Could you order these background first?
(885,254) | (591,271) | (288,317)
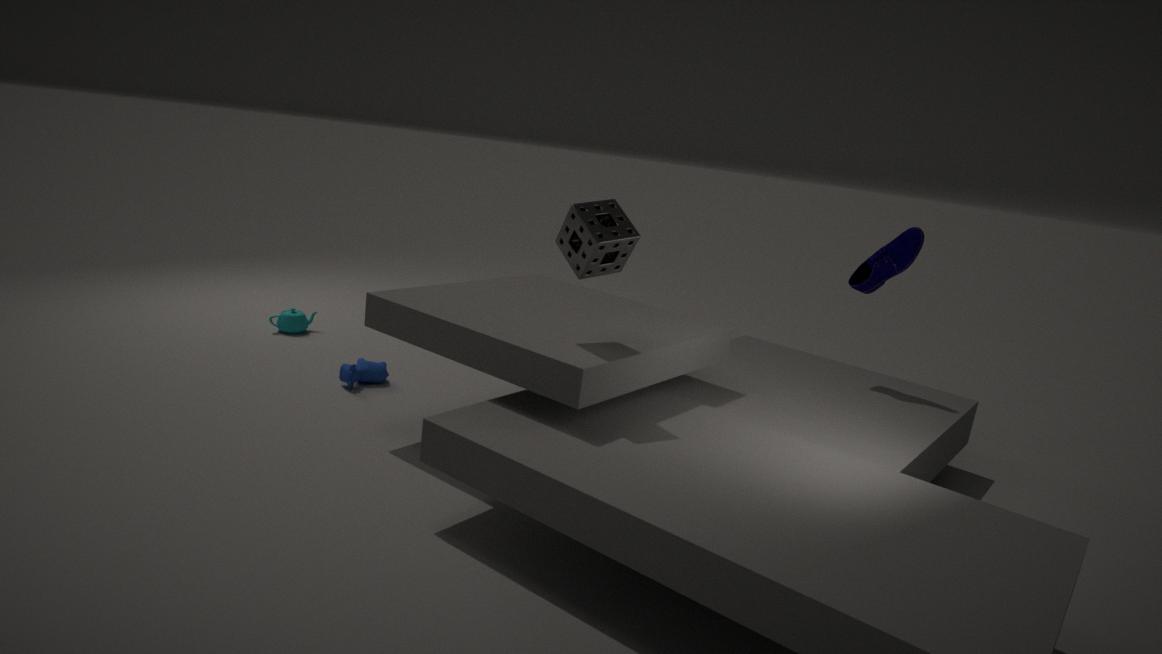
(288,317) → (885,254) → (591,271)
